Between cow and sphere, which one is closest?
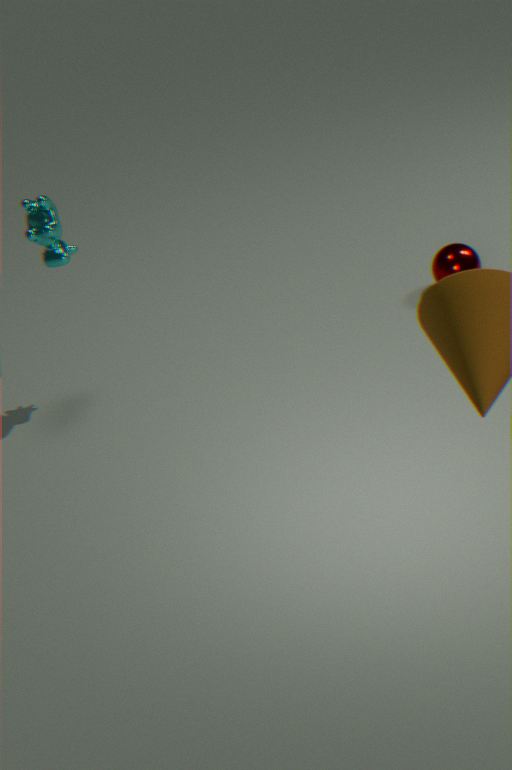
cow
